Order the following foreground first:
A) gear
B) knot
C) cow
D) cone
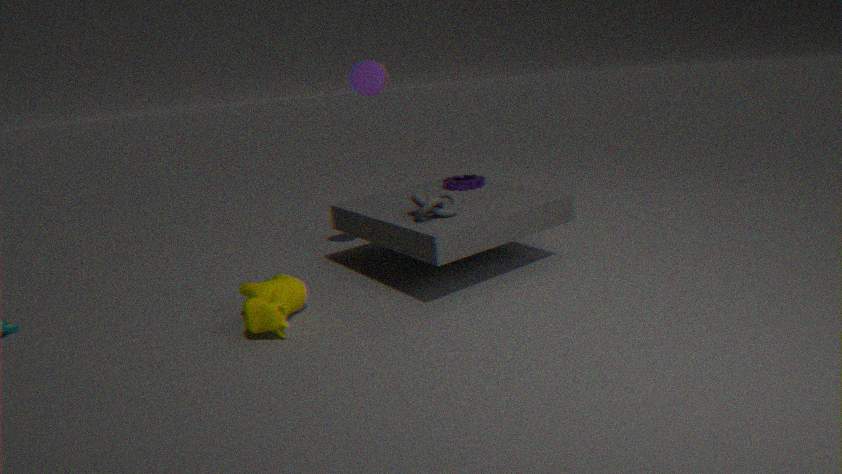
C. cow
B. knot
D. cone
A. gear
